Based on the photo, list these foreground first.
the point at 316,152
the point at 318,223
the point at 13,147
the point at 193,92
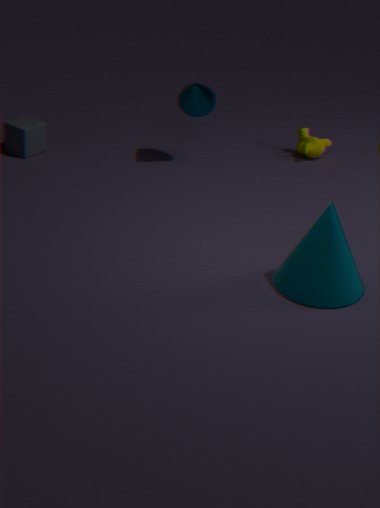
1. the point at 318,223
2. the point at 193,92
3. the point at 13,147
4. the point at 316,152
